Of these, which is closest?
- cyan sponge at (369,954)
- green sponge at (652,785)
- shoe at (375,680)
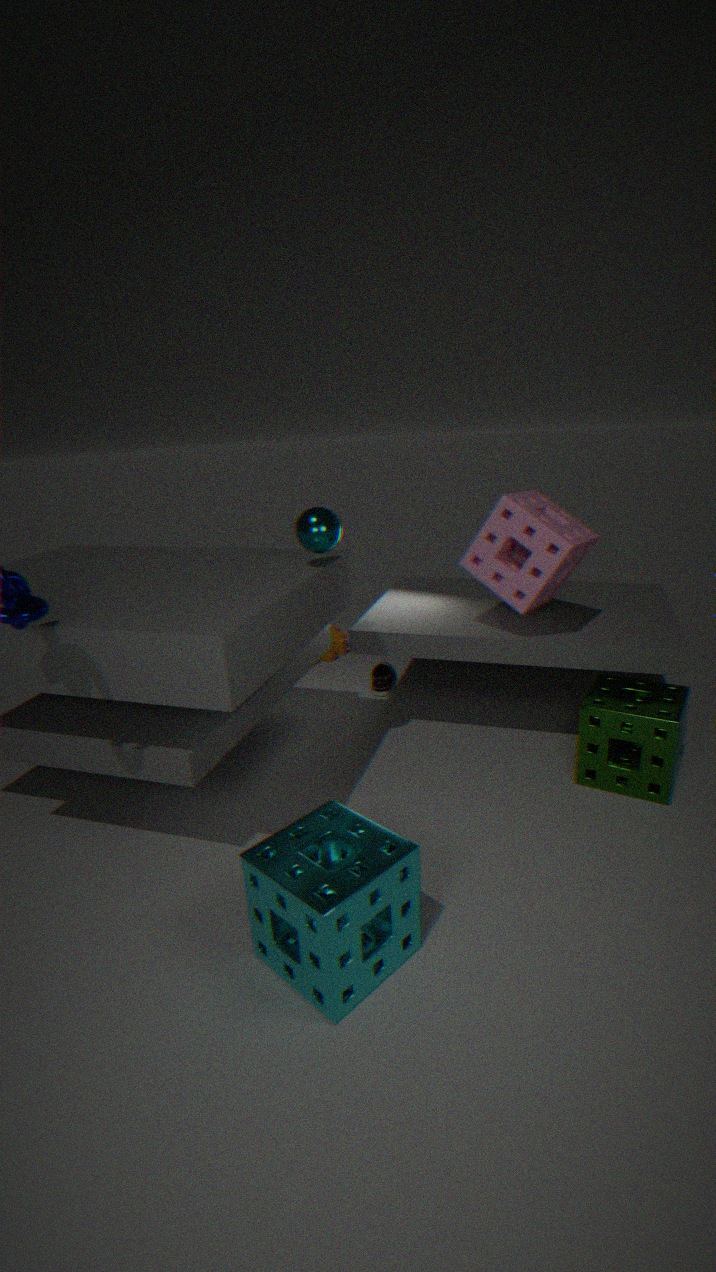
cyan sponge at (369,954)
